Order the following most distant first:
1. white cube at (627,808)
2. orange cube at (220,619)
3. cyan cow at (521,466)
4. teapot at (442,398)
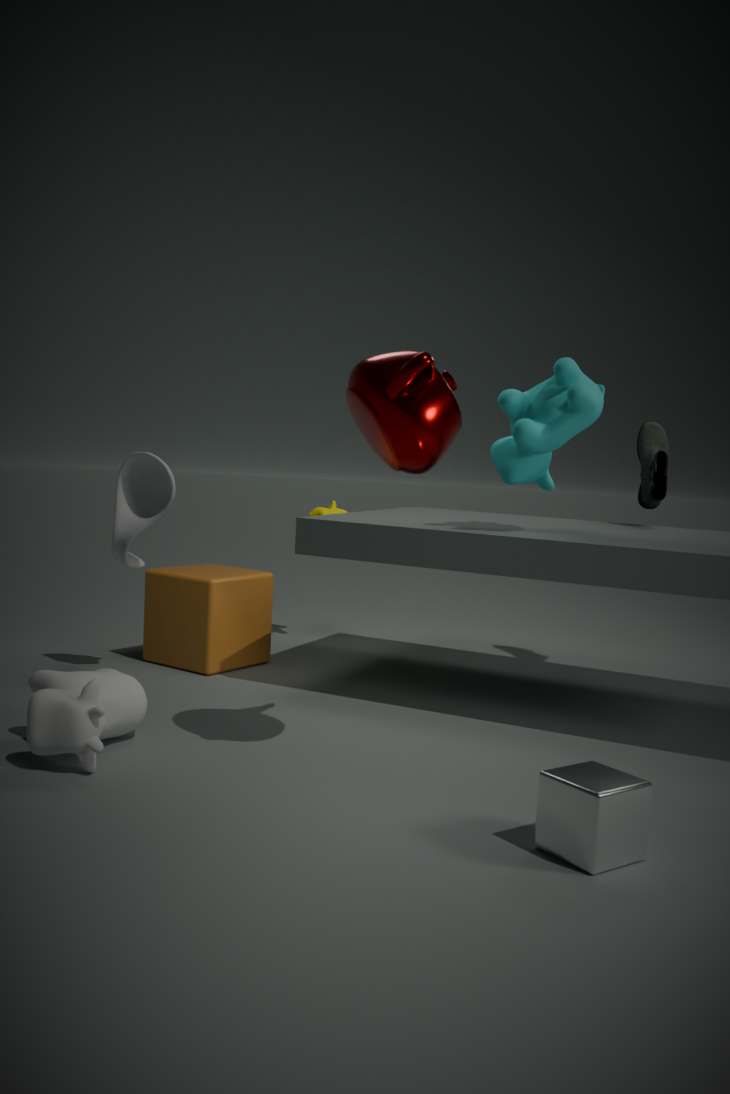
orange cube at (220,619)
cyan cow at (521,466)
teapot at (442,398)
white cube at (627,808)
